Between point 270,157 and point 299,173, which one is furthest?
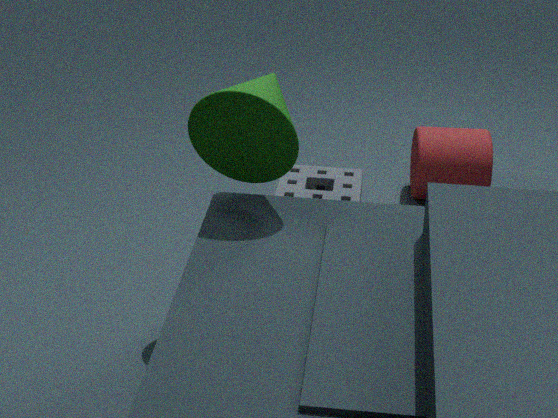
point 299,173
